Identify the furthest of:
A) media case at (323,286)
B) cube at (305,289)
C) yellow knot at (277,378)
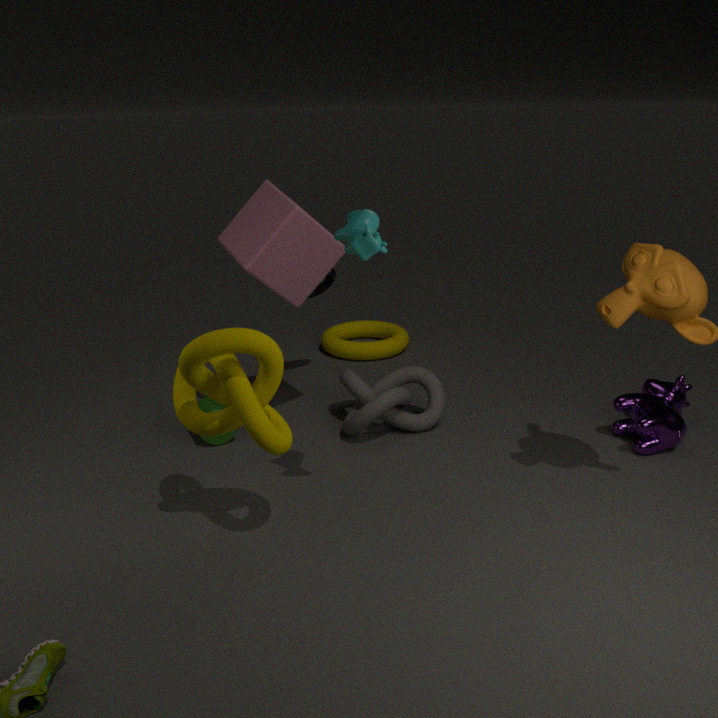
media case at (323,286)
